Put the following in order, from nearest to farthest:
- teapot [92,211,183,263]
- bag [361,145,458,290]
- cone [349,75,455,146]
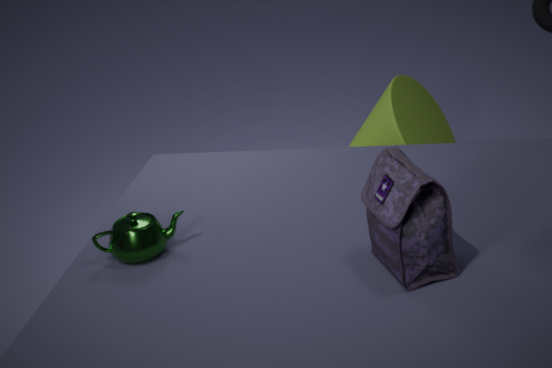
bag [361,145,458,290] < teapot [92,211,183,263] < cone [349,75,455,146]
